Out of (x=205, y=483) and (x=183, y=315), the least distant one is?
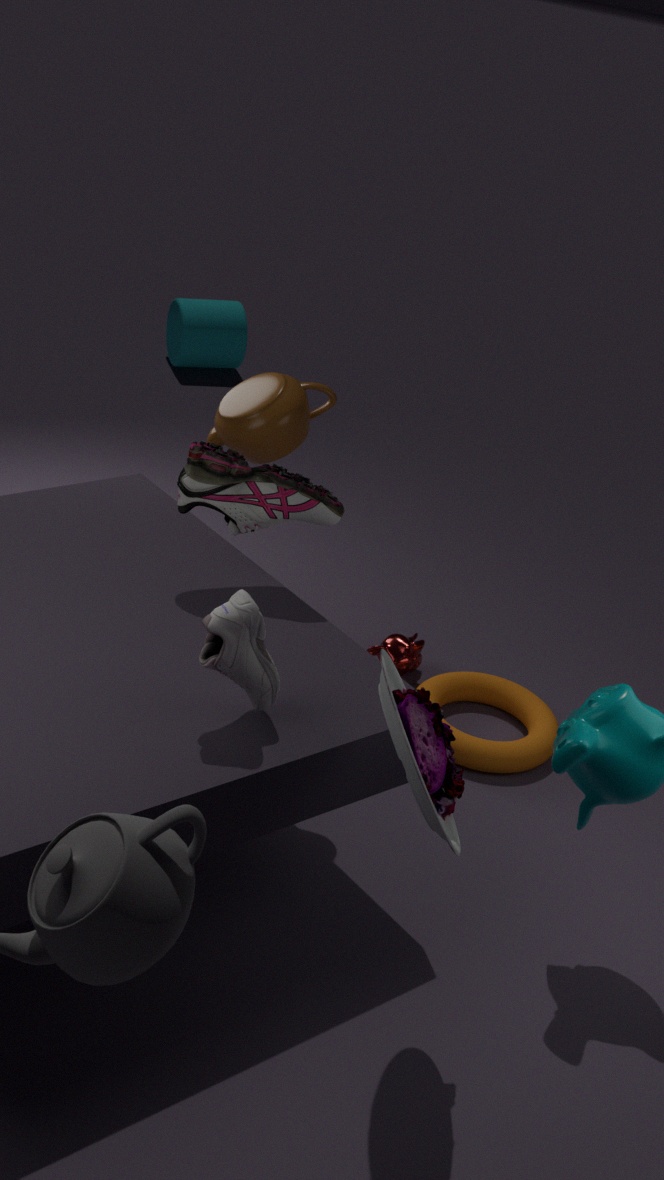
(x=205, y=483)
